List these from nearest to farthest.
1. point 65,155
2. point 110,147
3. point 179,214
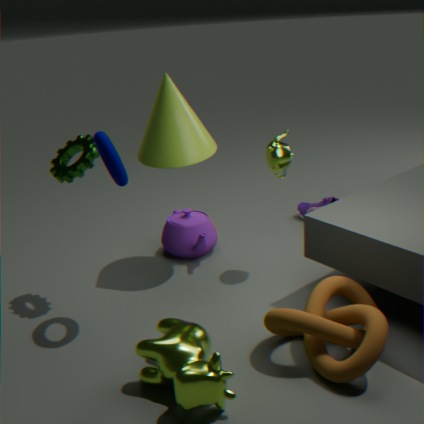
point 110,147 → point 65,155 → point 179,214
